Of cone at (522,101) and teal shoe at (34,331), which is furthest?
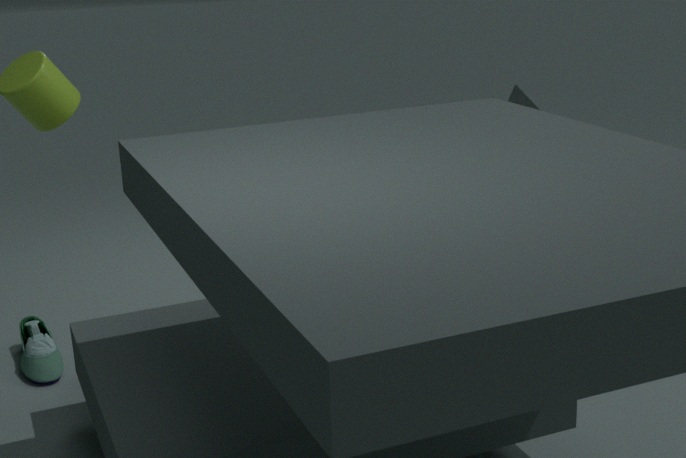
cone at (522,101)
